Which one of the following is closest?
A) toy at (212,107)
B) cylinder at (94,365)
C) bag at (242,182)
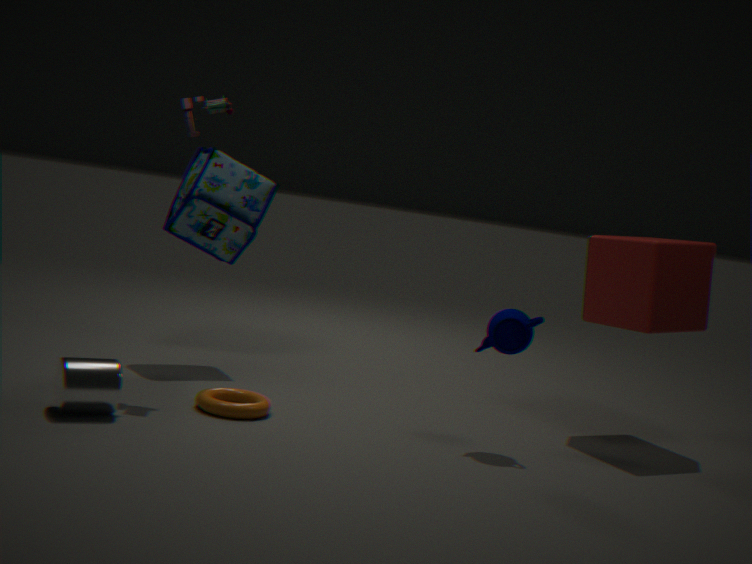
cylinder at (94,365)
